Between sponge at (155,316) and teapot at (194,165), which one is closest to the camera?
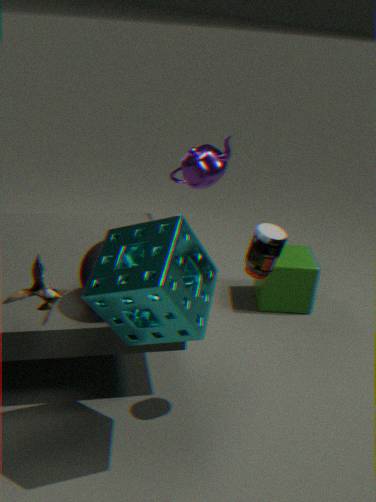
sponge at (155,316)
